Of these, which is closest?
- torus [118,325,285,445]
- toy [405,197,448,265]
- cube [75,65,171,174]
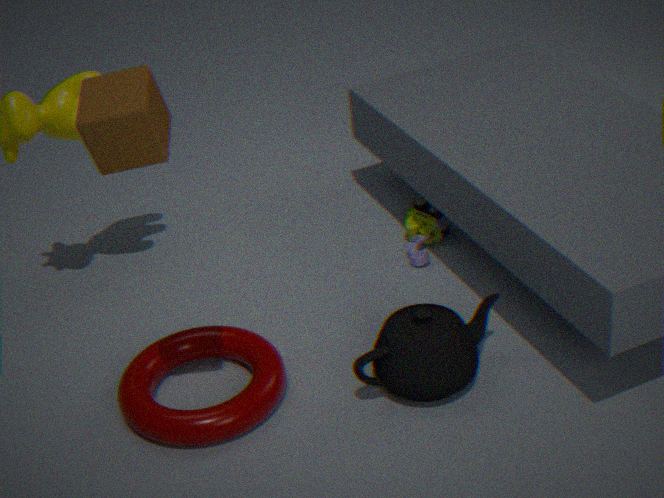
cube [75,65,171,174]
